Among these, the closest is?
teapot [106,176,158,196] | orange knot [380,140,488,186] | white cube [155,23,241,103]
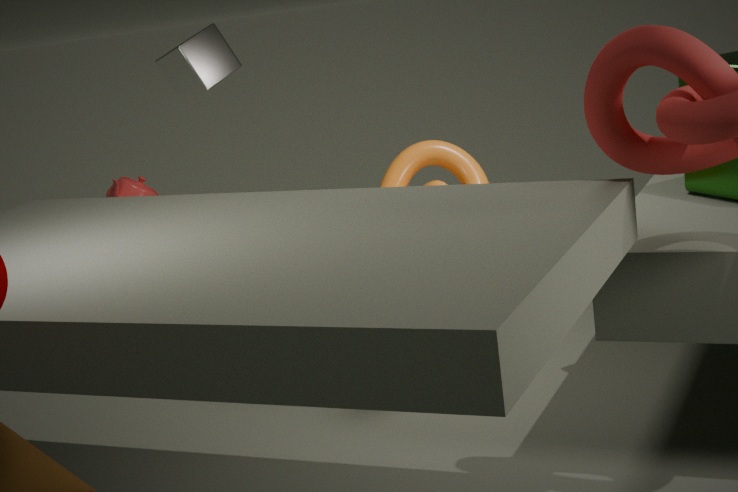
teapot [106,176,158,196]
